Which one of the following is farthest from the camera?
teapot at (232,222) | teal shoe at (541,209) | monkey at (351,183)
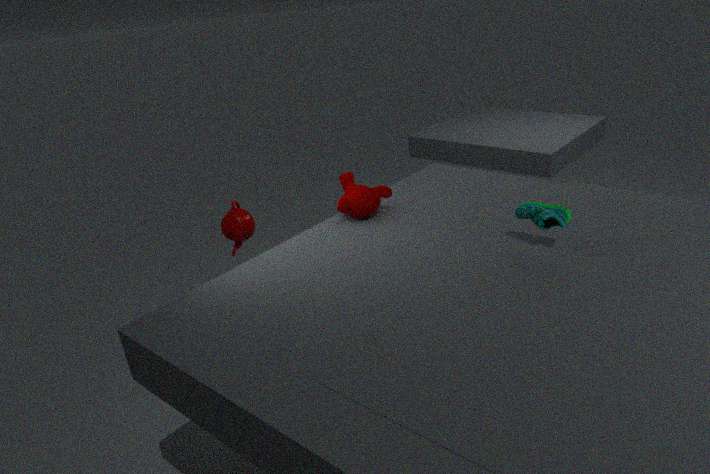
teapot at (232,222)
